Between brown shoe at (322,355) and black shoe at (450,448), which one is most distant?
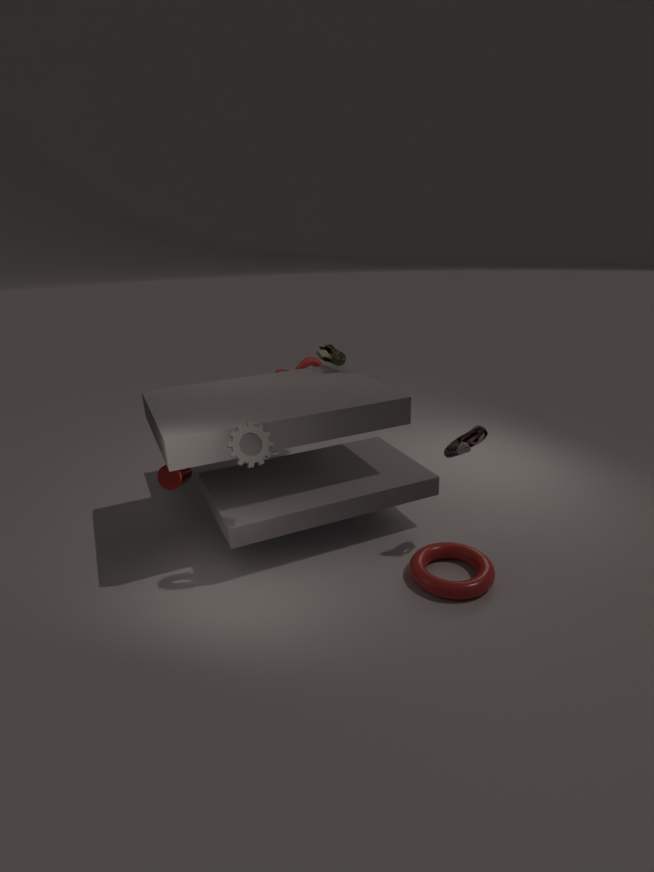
brown shoe at (322,355)
